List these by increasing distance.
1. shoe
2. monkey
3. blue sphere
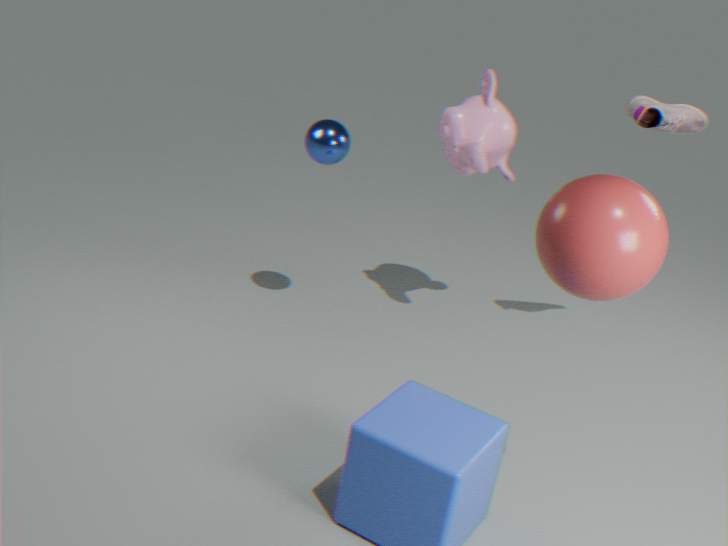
shoe → blue sphere → monkey
